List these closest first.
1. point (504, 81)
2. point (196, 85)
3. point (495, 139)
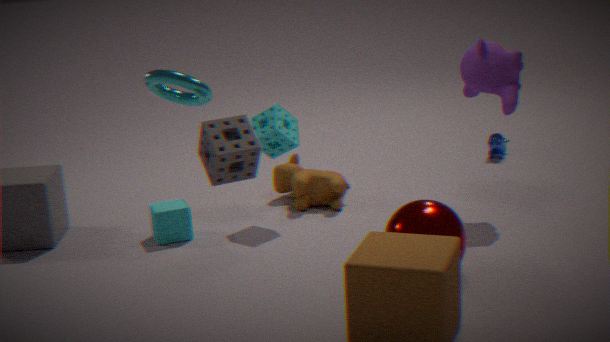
point (196, 85), point (504, 81), point (495, 139)
